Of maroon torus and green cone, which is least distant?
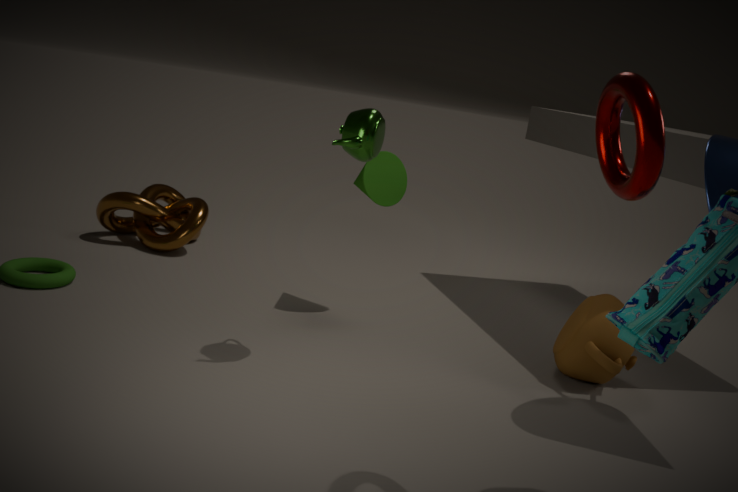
maroon torus
